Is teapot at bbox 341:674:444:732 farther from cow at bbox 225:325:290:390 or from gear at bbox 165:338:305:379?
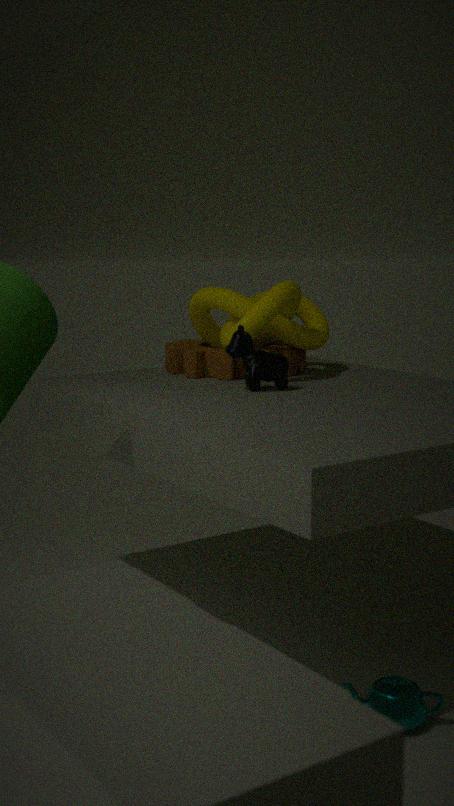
gear at bbox 165:338:305:379
